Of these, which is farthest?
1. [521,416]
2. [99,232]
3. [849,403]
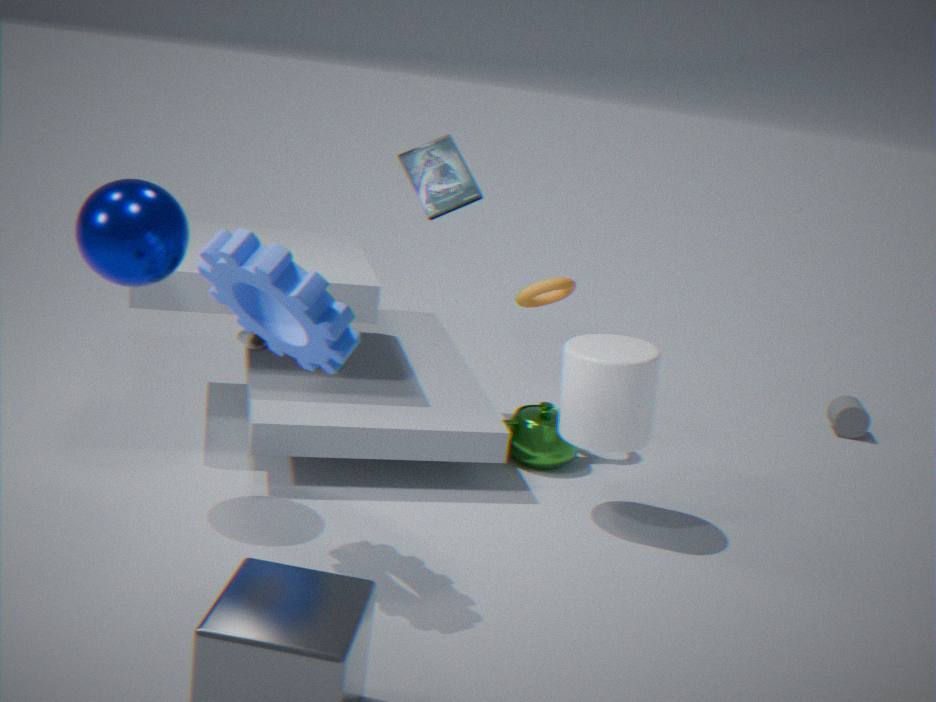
[849,403]
